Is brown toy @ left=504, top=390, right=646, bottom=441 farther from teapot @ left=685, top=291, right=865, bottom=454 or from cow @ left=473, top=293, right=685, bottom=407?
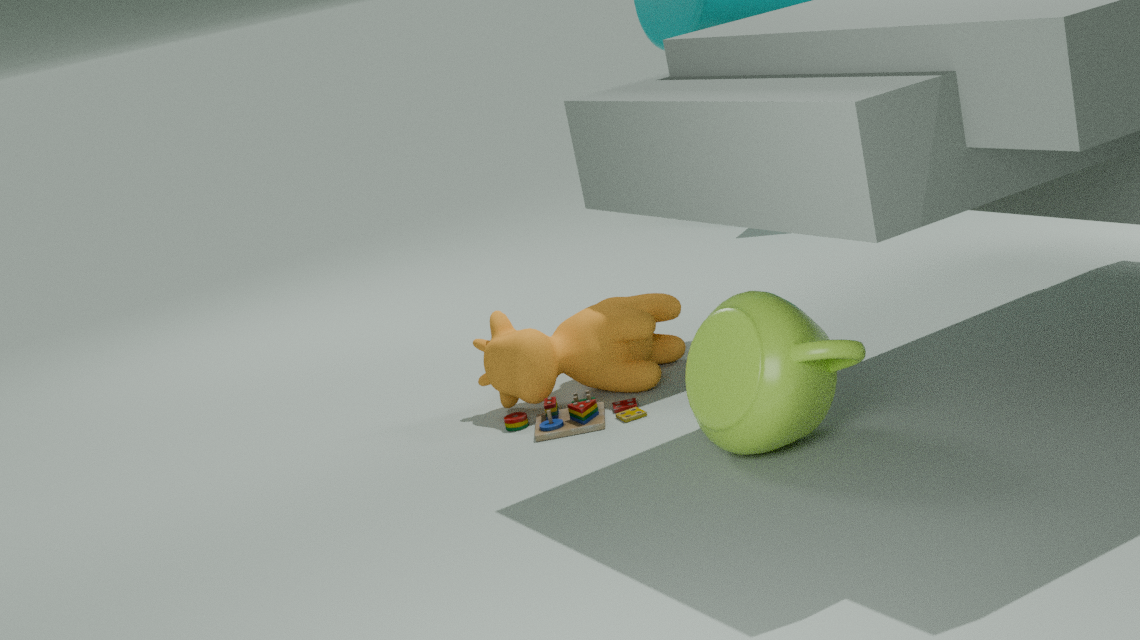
teapot @ left=685, top=291, right=865, bottom=454
